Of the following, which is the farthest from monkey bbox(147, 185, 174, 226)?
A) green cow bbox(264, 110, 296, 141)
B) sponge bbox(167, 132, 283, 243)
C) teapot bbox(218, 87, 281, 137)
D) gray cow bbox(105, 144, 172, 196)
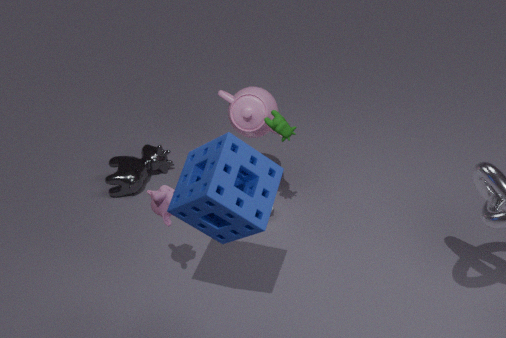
gray cow bbox(105, 144, 172, 196)
